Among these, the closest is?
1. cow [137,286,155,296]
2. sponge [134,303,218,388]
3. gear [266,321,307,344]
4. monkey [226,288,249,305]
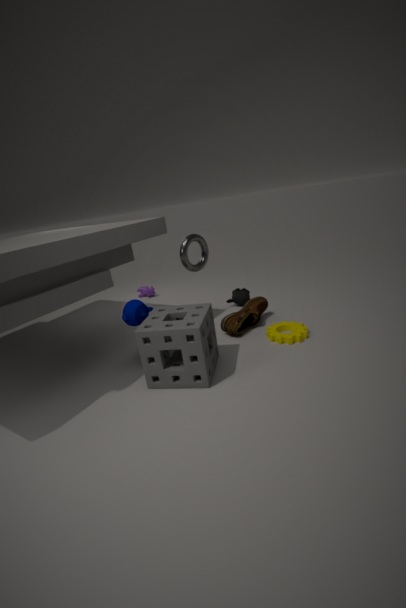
sponge [134,303,218,388]
